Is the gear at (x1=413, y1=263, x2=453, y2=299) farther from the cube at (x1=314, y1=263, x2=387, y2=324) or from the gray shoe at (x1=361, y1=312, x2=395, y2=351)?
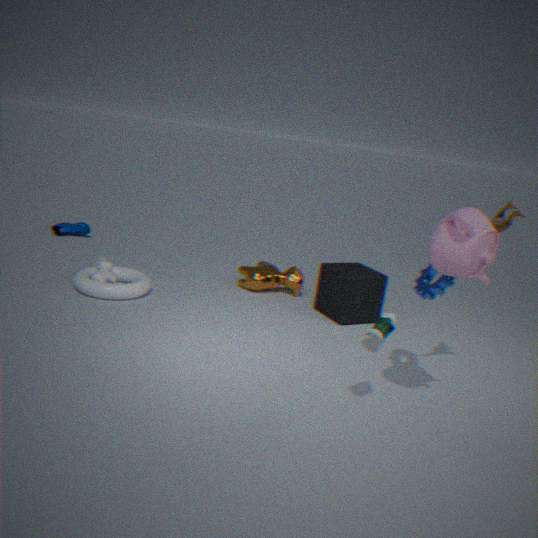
the cube at (x1=314, y1=263, x2=387, y2=324)
